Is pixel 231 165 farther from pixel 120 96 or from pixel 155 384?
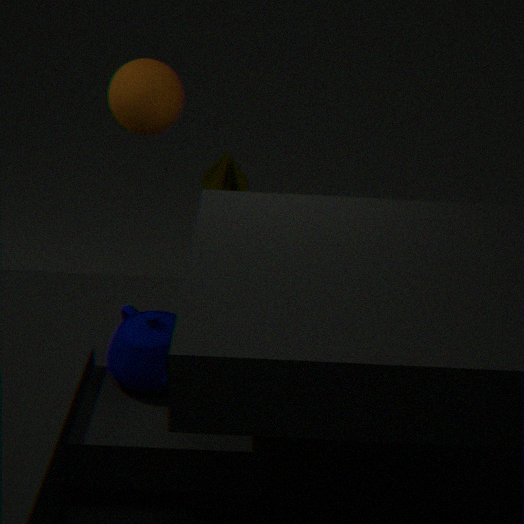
pixel 155 384
